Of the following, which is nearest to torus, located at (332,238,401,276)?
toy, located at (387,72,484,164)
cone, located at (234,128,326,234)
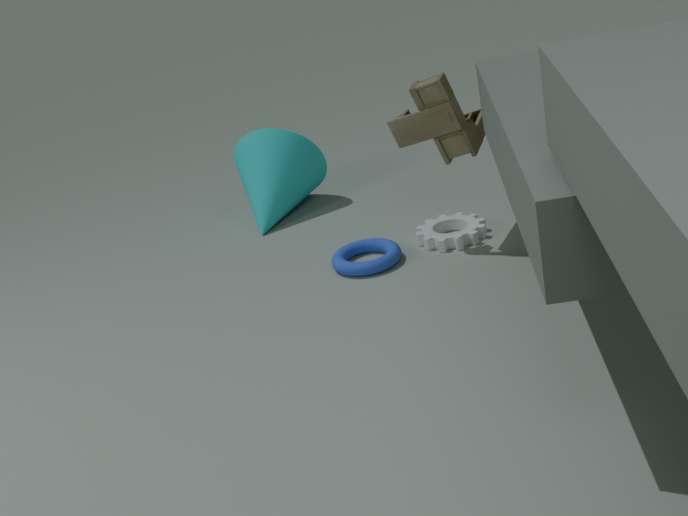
toy, located at (387,72,484,164)
